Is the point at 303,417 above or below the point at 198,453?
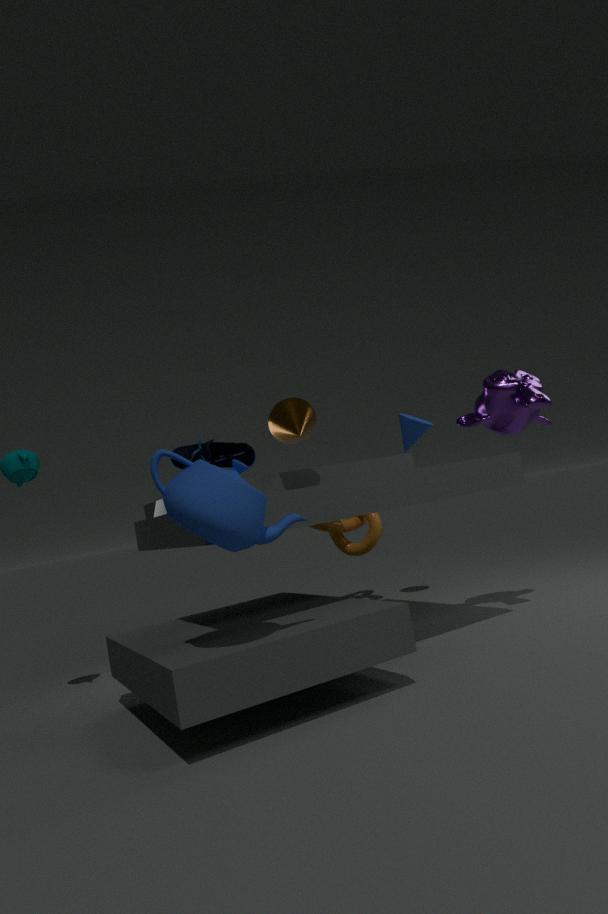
above
